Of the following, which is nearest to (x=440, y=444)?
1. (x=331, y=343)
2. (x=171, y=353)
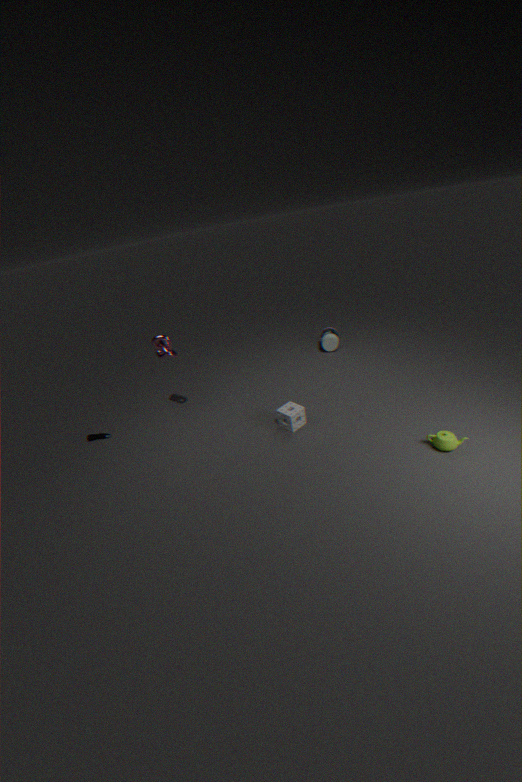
(x=331, y=343)
